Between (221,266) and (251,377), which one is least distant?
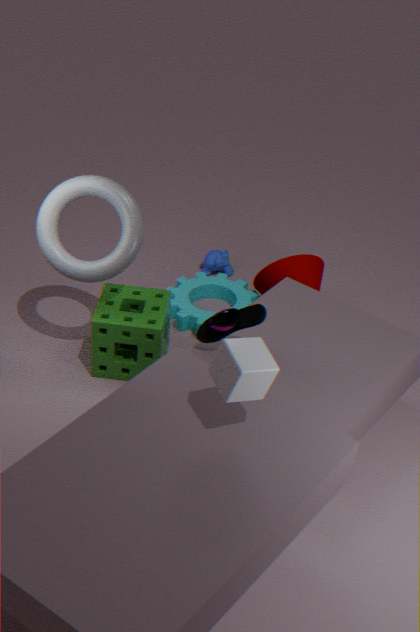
(251,377)
